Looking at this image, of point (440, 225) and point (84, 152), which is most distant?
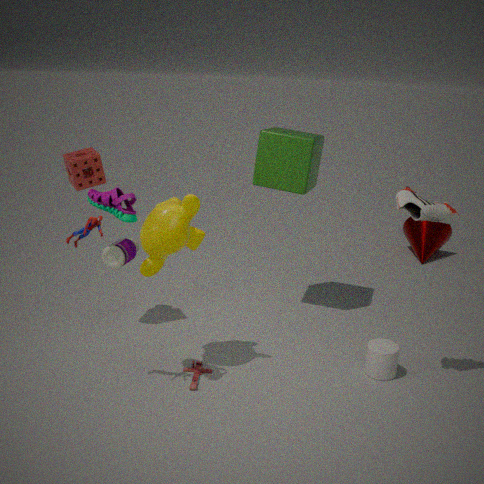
point (440, 225)
